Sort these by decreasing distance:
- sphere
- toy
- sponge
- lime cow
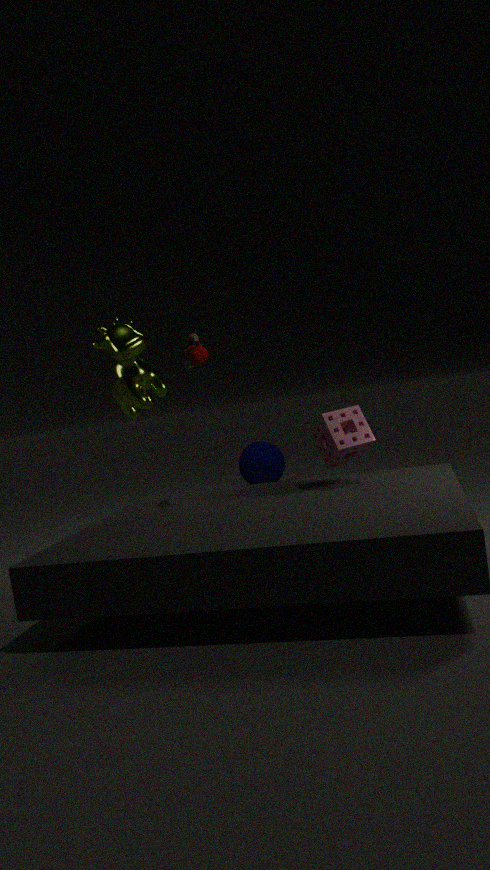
1. sphere
2. lime cow
3. sponge
4. toy
